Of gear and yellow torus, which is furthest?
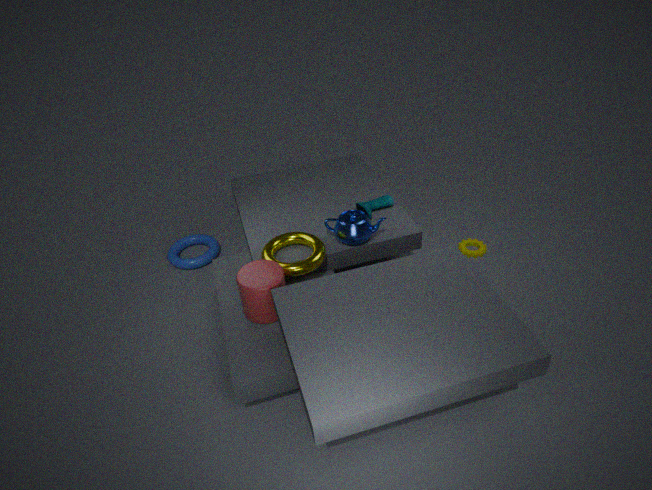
gear
